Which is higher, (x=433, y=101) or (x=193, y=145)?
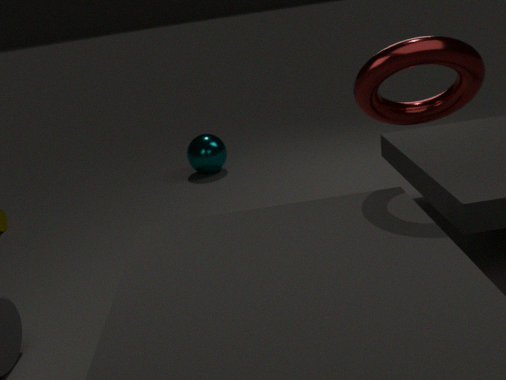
(x=433, y=101)
